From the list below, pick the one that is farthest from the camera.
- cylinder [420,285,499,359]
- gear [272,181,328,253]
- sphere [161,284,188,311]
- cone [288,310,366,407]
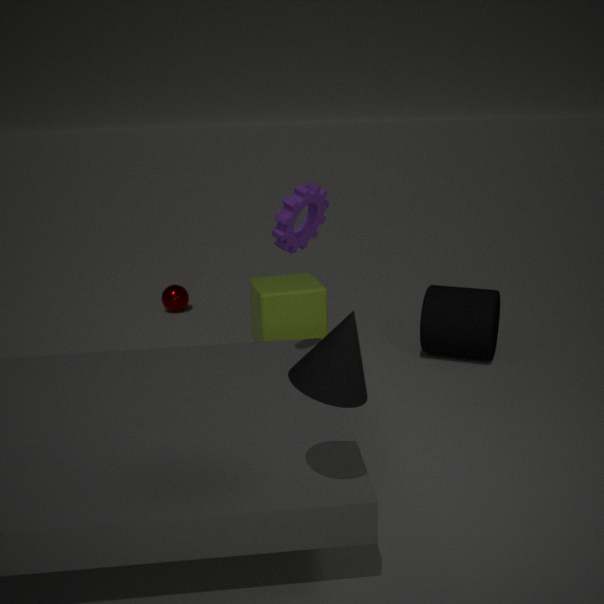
sphere [161,284,188,311]
